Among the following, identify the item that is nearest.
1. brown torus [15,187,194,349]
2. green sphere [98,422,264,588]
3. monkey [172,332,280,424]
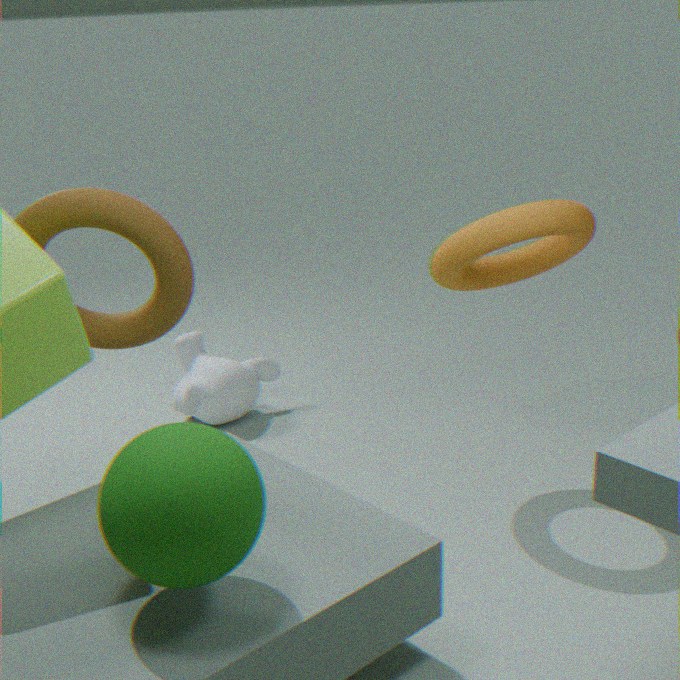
green sphere [98,422,264,588]
